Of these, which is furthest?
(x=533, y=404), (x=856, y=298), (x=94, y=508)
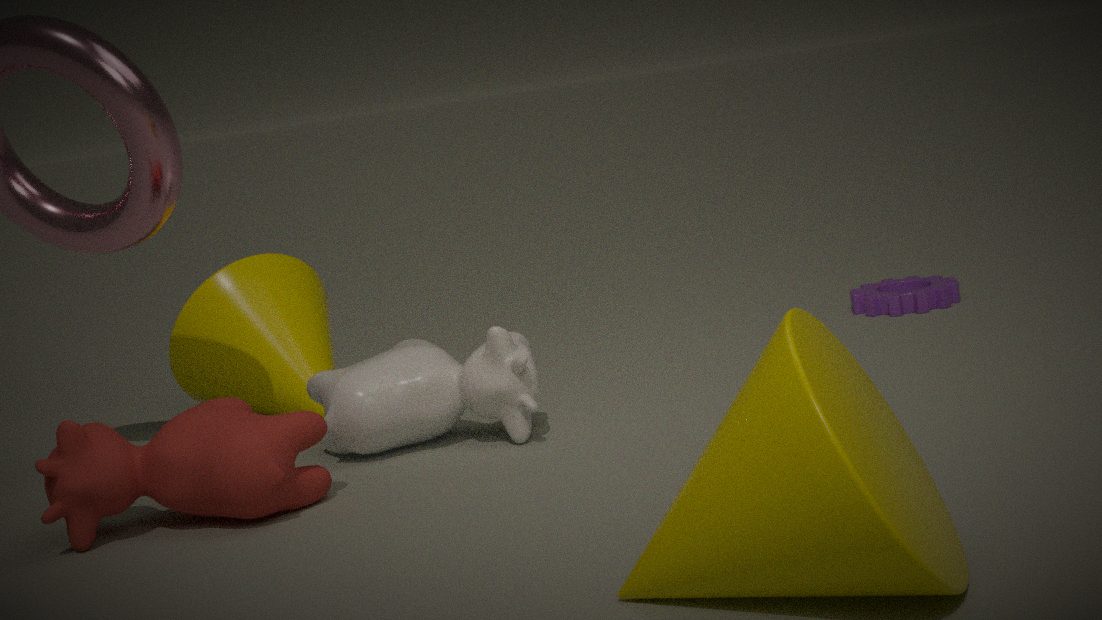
(x=856, y=298)
